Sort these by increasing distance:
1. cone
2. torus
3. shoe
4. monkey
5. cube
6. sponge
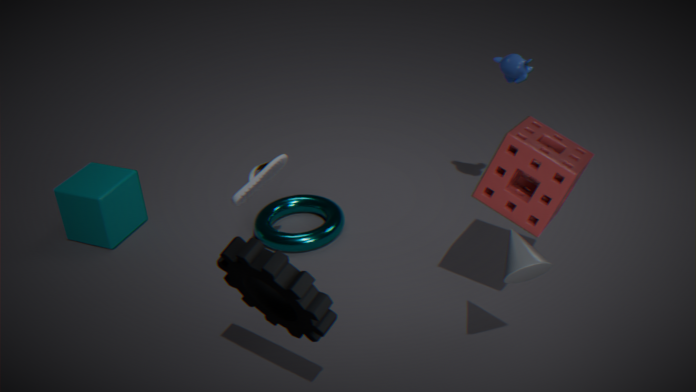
cone, sponge, shoe, monkey, torus, cube
